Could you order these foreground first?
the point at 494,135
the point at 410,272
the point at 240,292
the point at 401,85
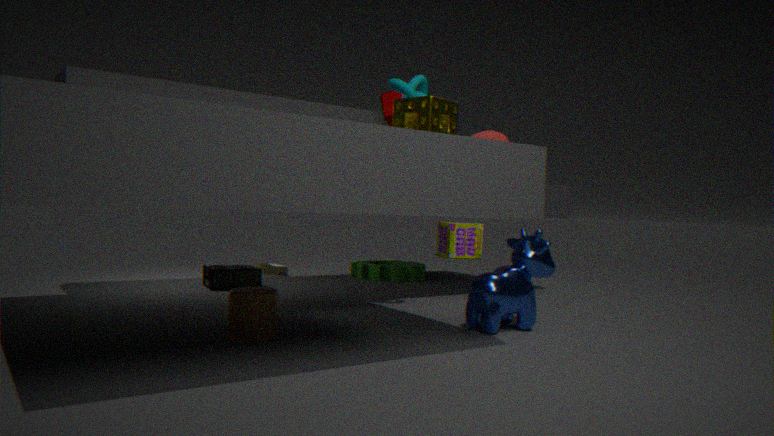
the point at 240,292 < the point at 401,85 < the point at 494,135 < the point at 410,272
